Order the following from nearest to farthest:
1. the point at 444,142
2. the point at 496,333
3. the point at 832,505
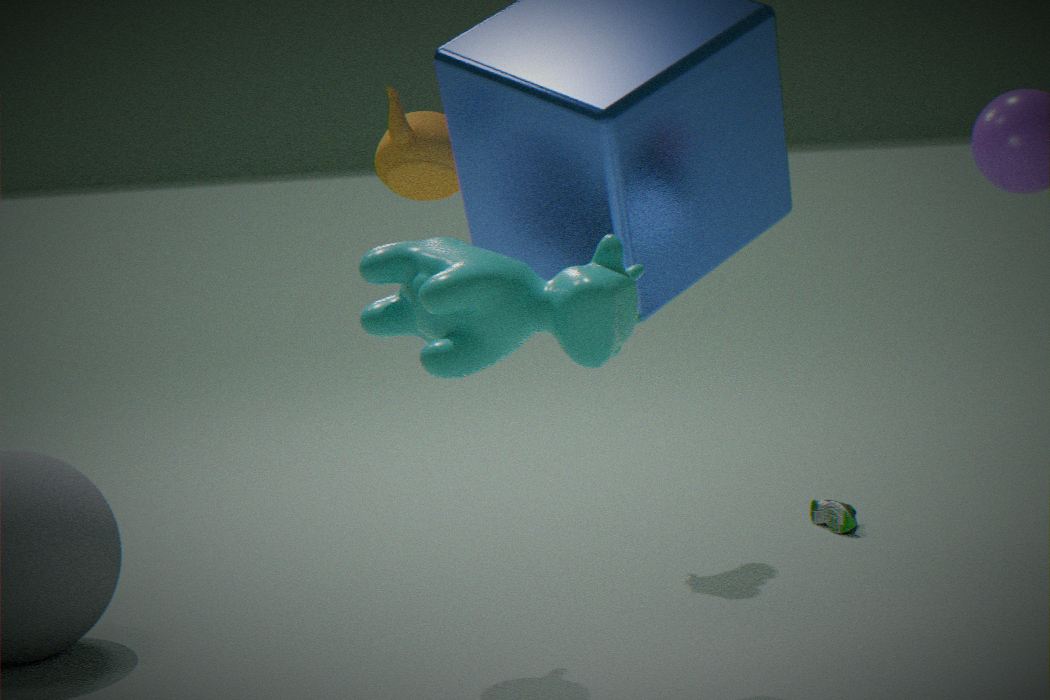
the point at 496,333, the point at 444,142, the point at 832,505
